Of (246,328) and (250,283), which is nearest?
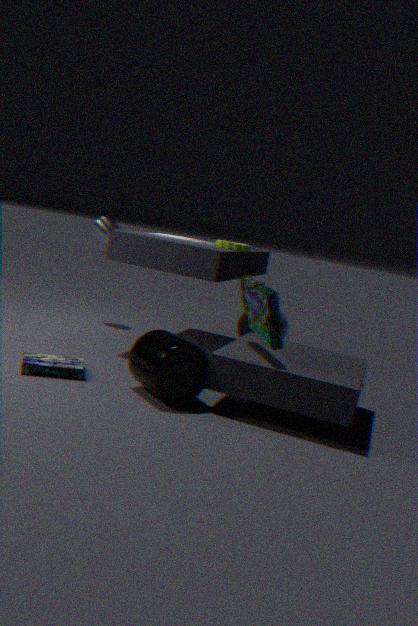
(250,283)
